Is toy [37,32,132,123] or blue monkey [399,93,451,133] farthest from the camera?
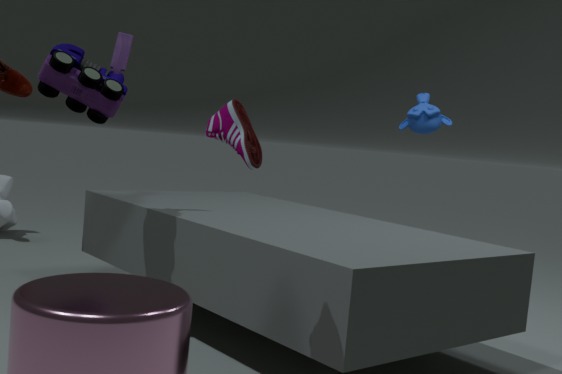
blue monkey [399,93,451,133]
